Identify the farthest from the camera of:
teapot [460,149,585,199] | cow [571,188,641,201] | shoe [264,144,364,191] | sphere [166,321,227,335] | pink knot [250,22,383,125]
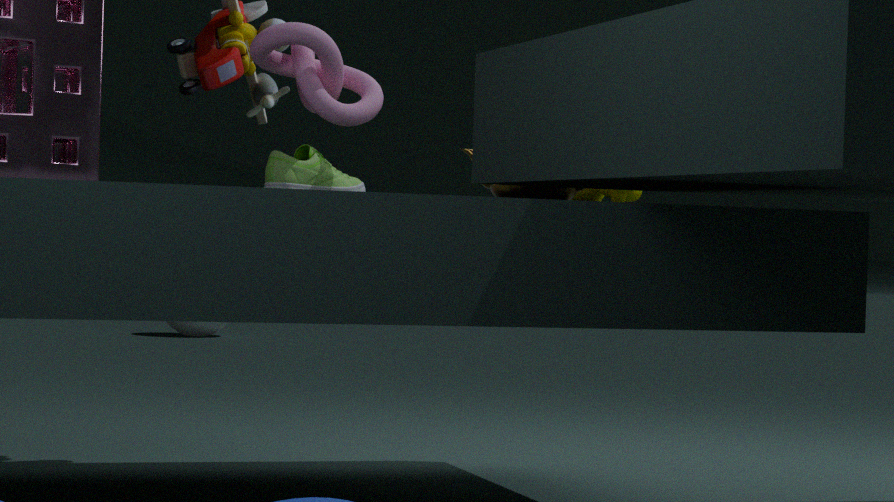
sphere [166,321,227,335]
